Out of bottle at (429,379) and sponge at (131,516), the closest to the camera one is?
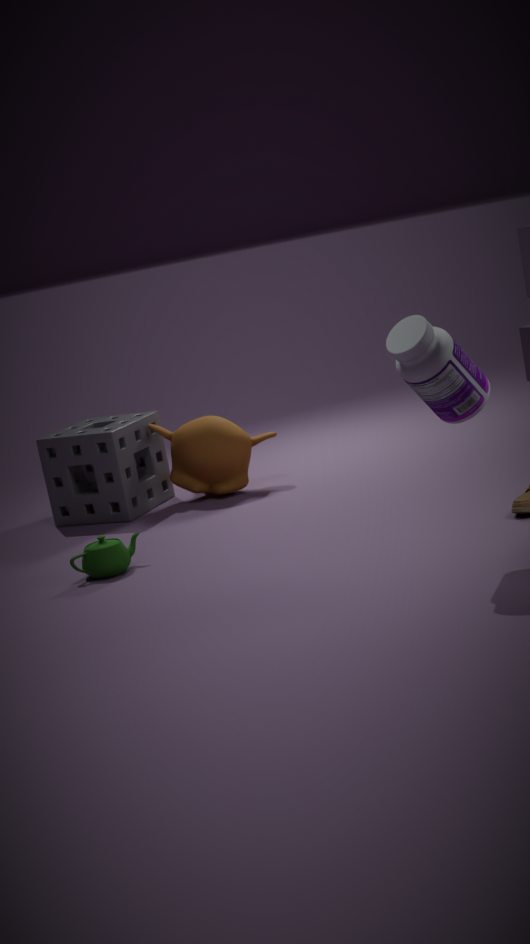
bottle at (429,379)
